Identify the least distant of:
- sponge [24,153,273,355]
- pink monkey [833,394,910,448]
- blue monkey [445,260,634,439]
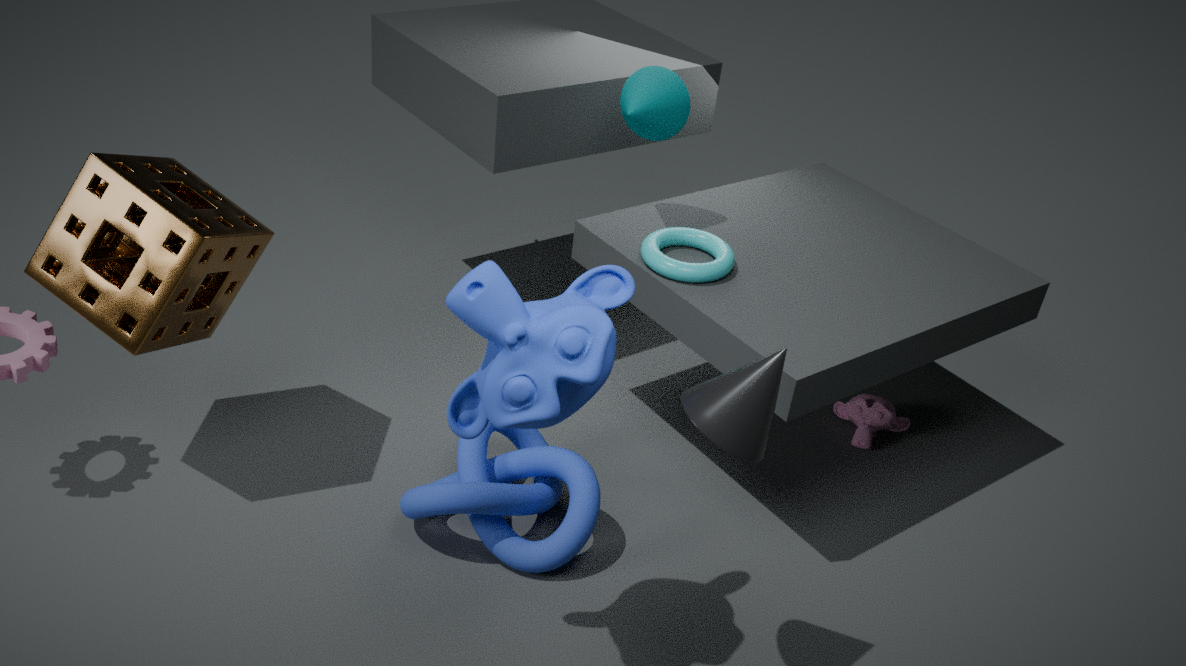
blue monkey [445,260,634,439]
